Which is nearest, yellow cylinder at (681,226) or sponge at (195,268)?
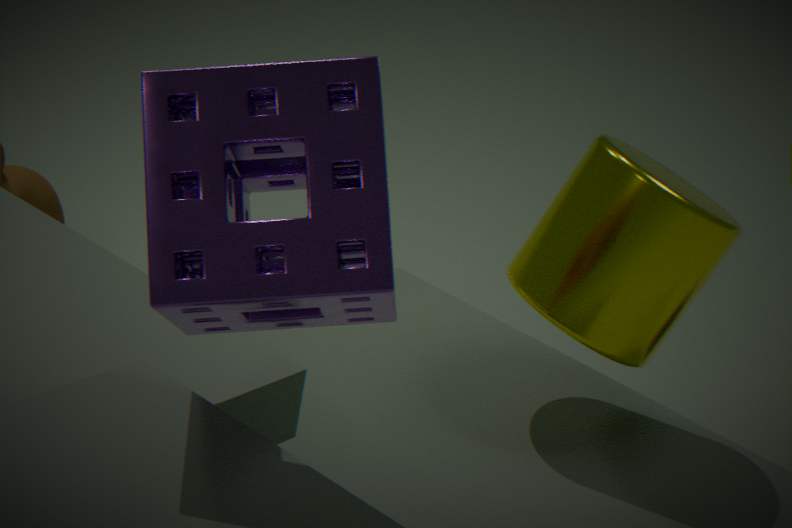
sponge at (195,268)
